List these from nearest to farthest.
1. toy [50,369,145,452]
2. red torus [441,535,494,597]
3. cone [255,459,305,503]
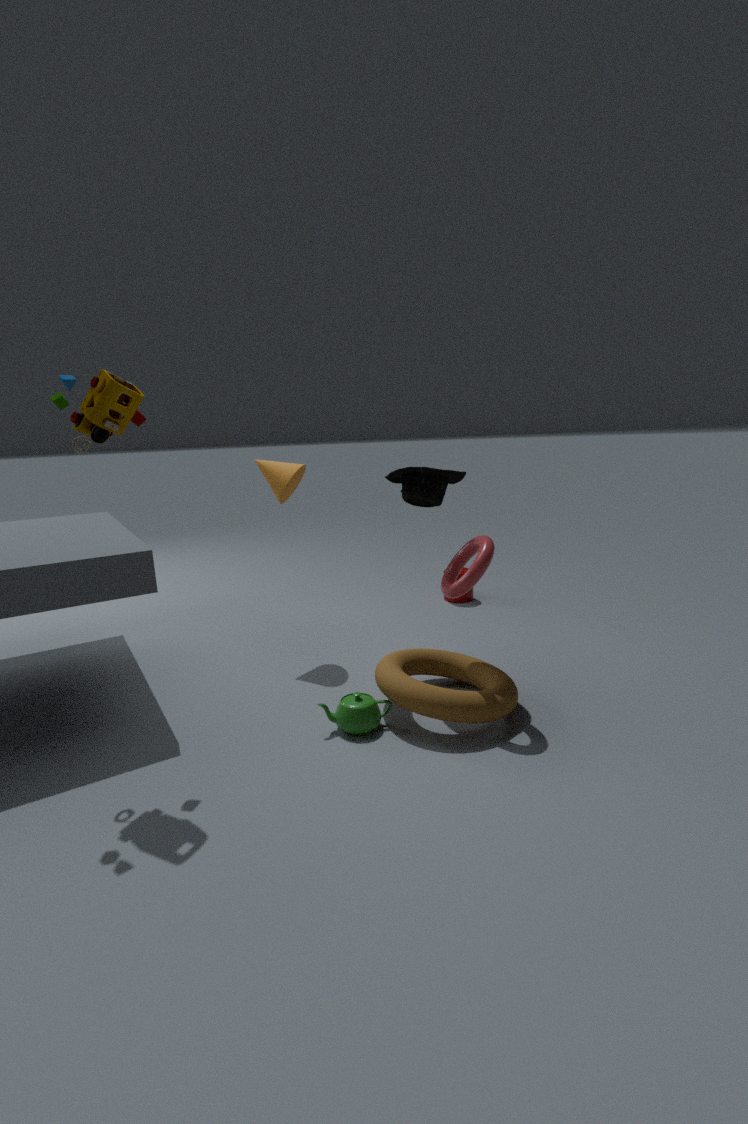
toy [50,369,145,452] < red torus [441,535,494,597] < cone [255,459,305,503]
